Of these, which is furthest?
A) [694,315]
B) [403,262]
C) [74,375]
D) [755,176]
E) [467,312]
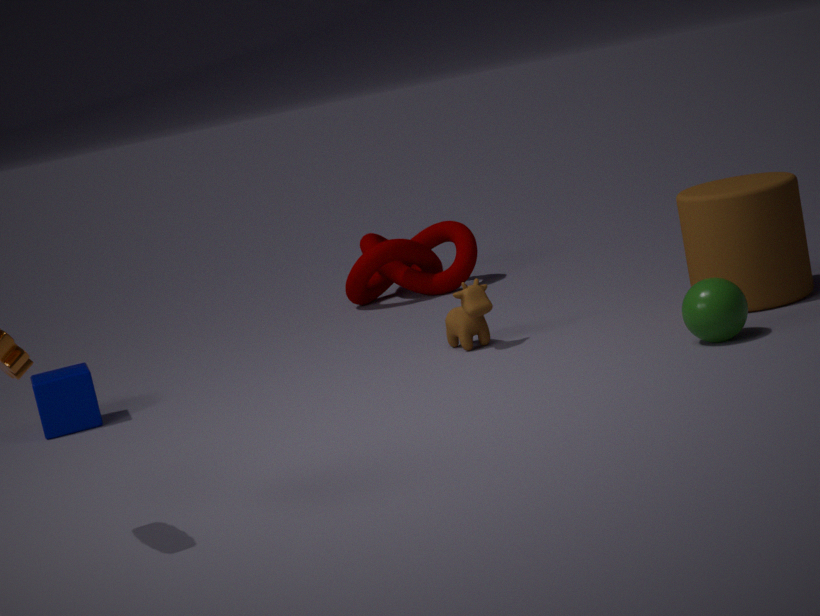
[403,262]
